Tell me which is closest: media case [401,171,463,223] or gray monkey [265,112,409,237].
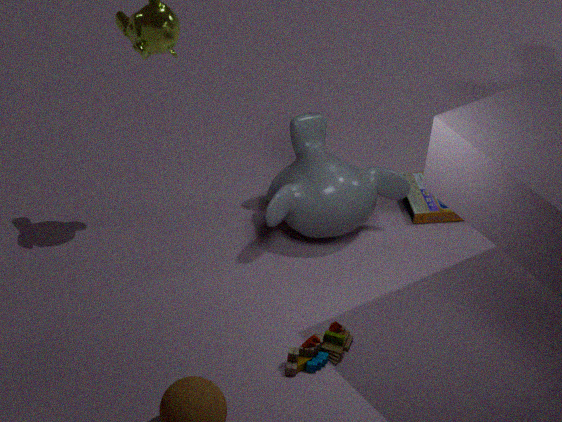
Result: gray monkey [265,112,409,237]
